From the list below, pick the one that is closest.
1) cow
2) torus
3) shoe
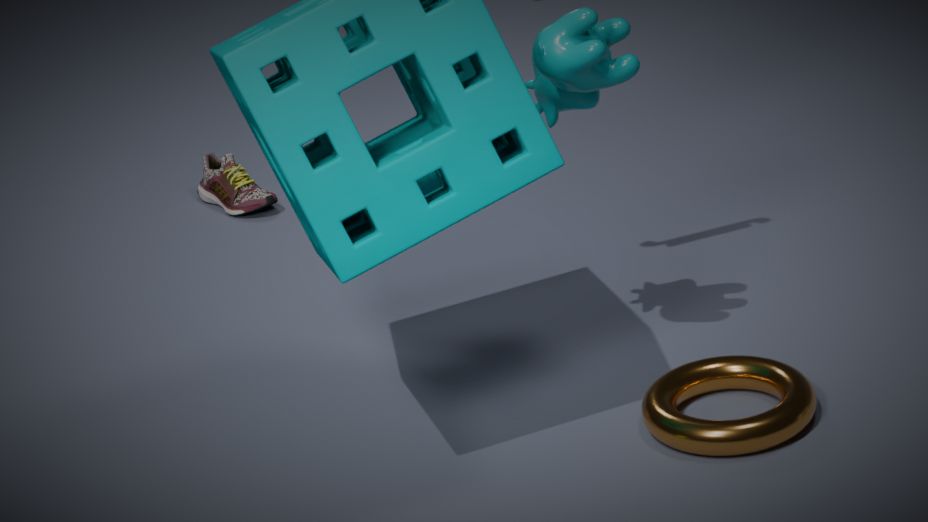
1. cow
